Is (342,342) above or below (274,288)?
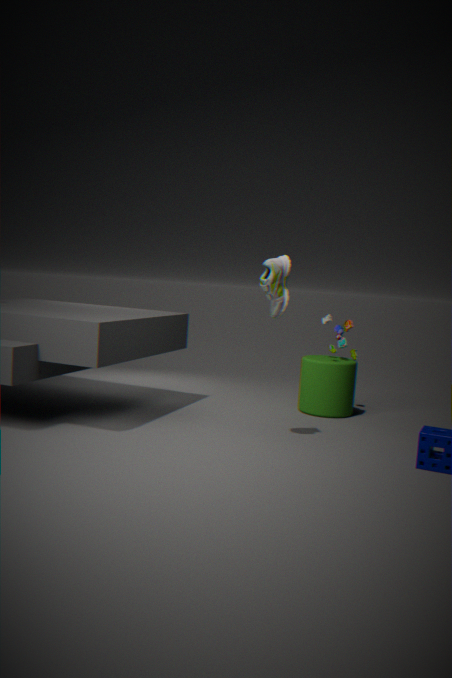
below
